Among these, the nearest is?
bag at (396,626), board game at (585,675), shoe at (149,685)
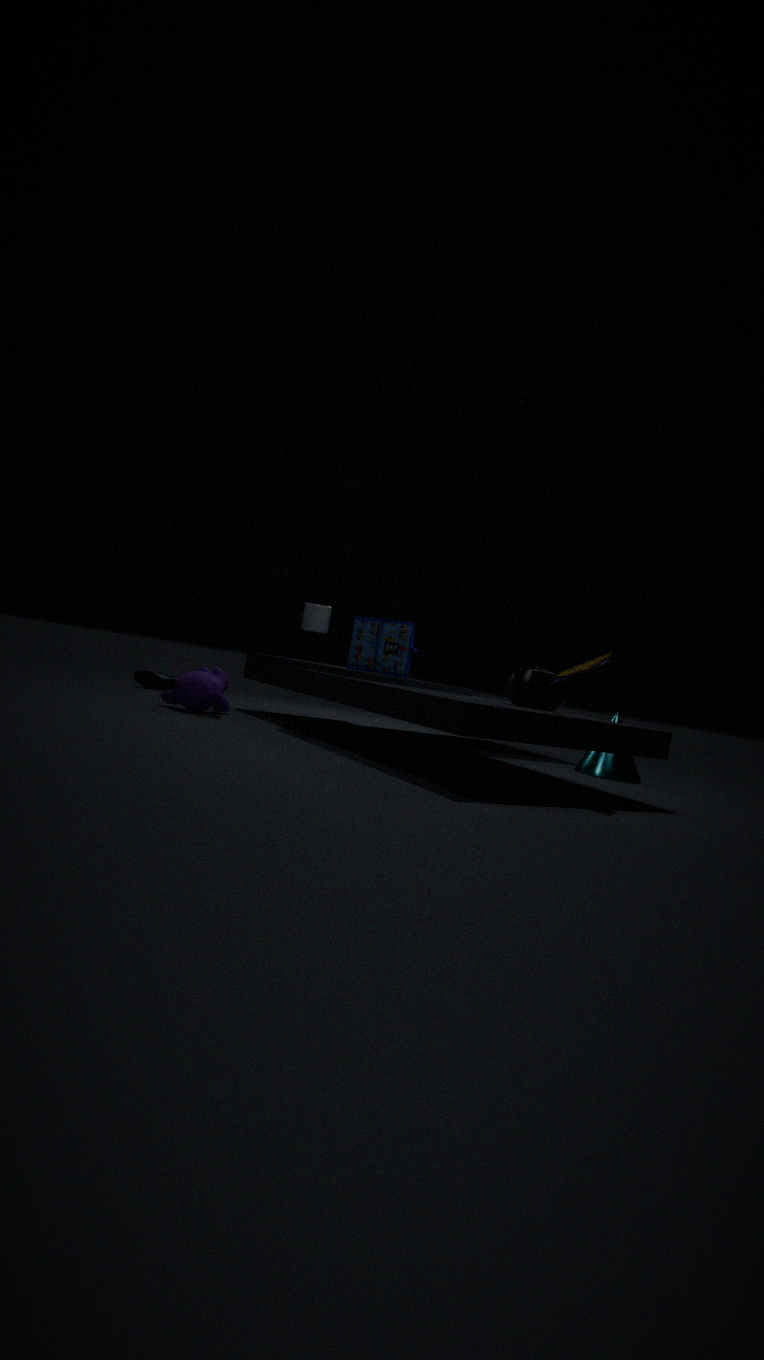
board game at (585,675)
